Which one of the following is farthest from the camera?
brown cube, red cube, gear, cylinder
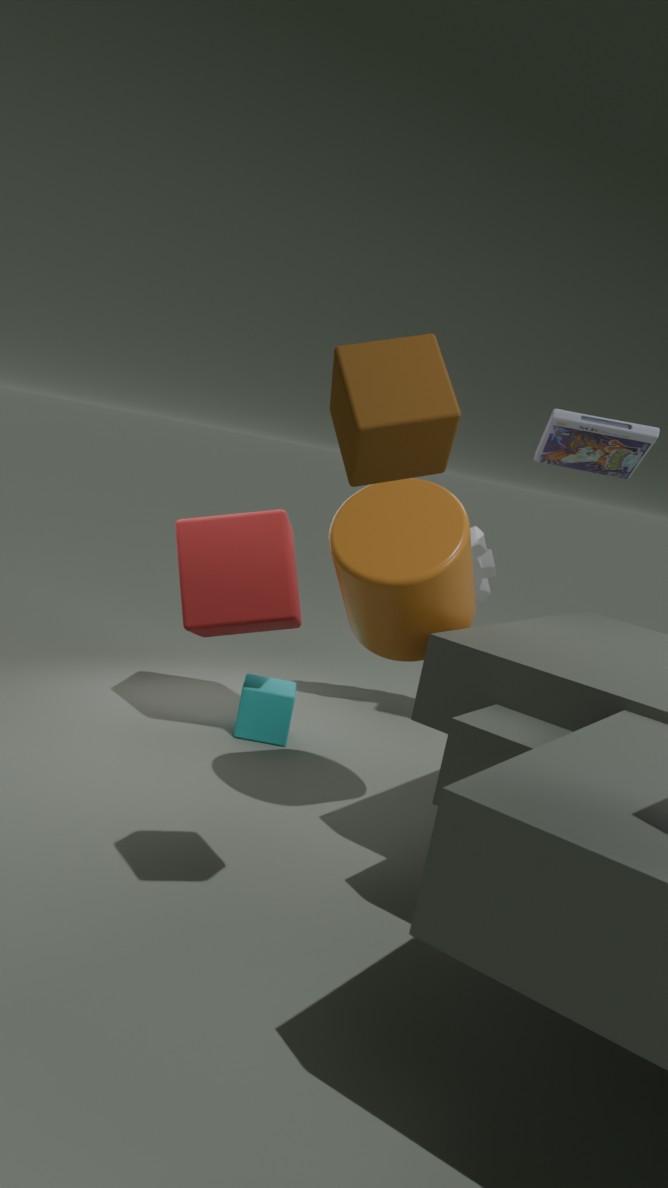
gear
